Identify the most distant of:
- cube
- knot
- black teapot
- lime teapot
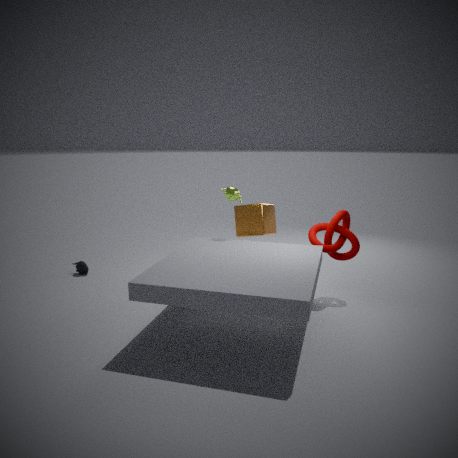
black teapot
